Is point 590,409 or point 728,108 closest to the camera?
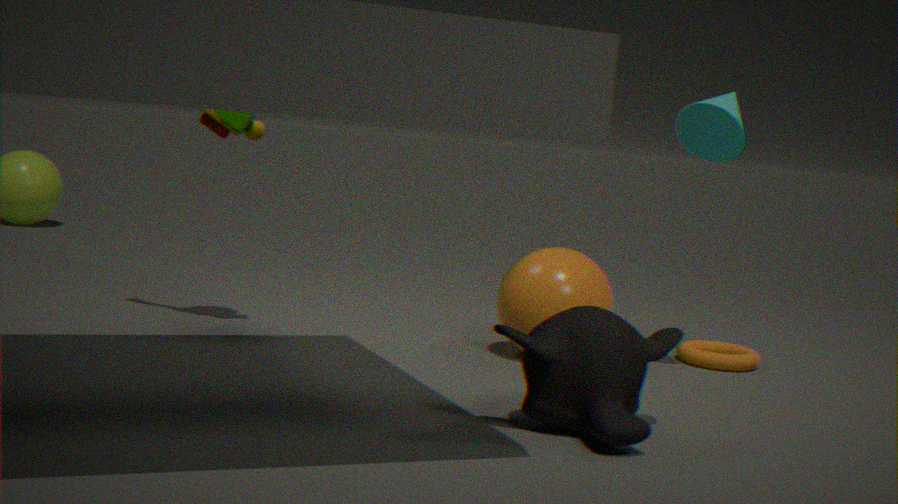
point 590,409
